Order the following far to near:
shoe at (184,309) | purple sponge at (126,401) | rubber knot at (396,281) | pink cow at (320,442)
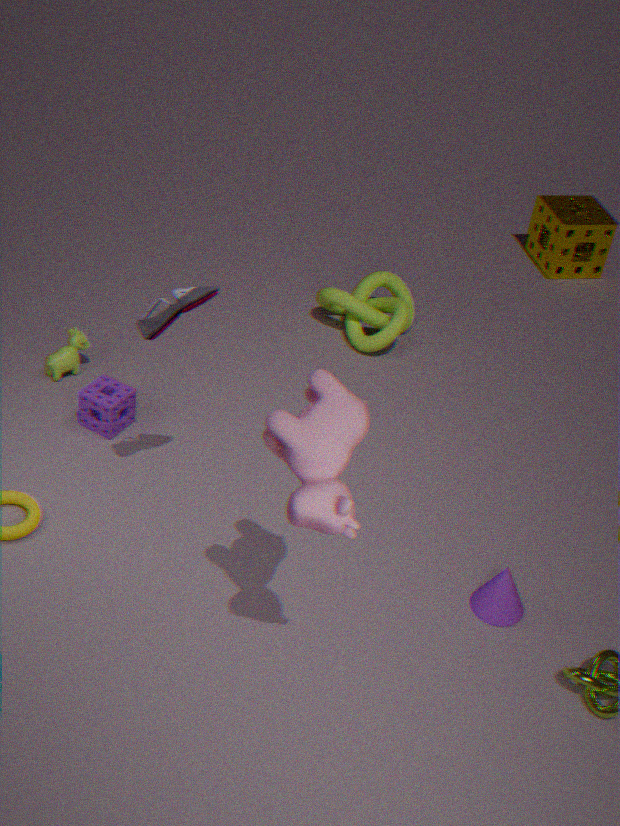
rubber knot at (396,281) → purple sponge at (126,401) → shoe at (184,309) → pink cow at (320,442)
